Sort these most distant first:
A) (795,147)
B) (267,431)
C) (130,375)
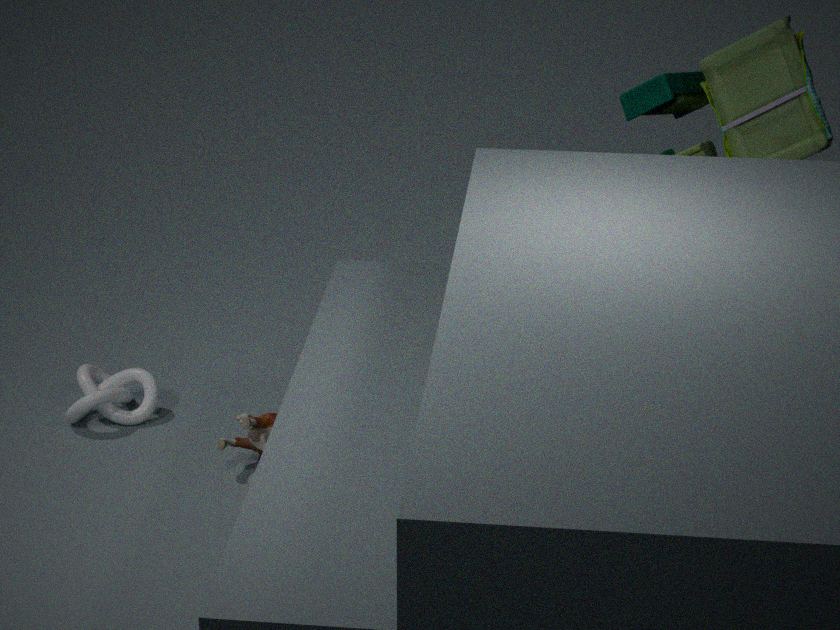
(130,375) → (267,431) → (795,147)
